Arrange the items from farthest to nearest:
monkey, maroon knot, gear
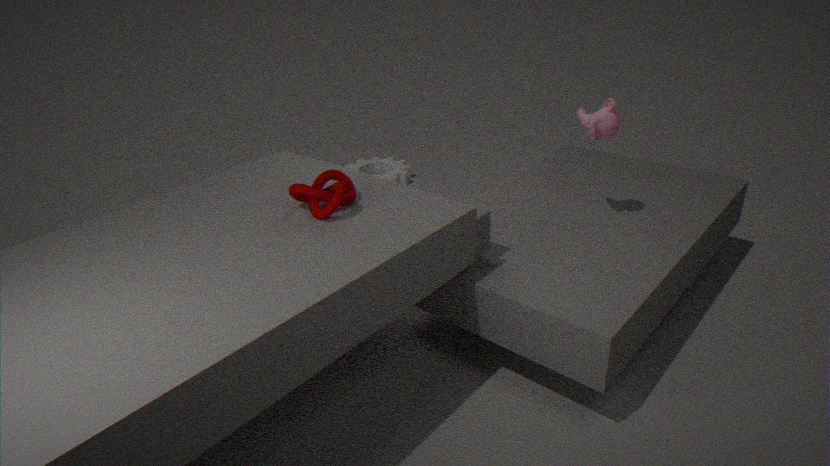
1. gear
2. monkey
3. maroon knot
